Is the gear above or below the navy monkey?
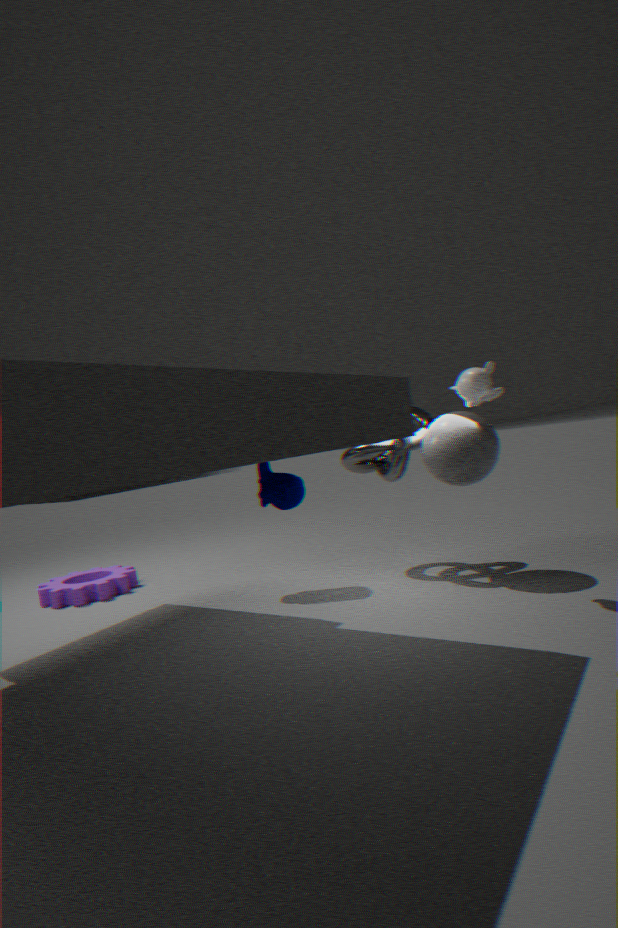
below
